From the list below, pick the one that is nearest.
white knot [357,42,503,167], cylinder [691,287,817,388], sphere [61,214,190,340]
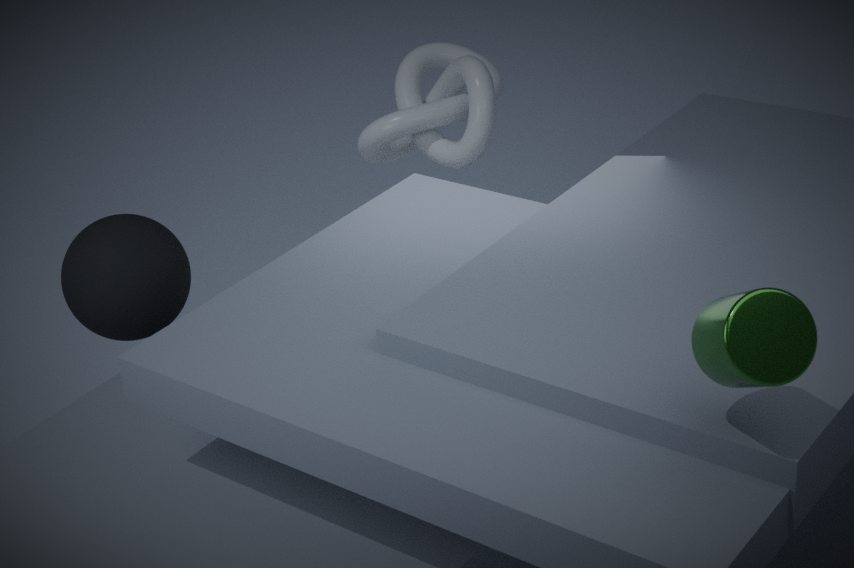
cylinder [691,287,817,388]
